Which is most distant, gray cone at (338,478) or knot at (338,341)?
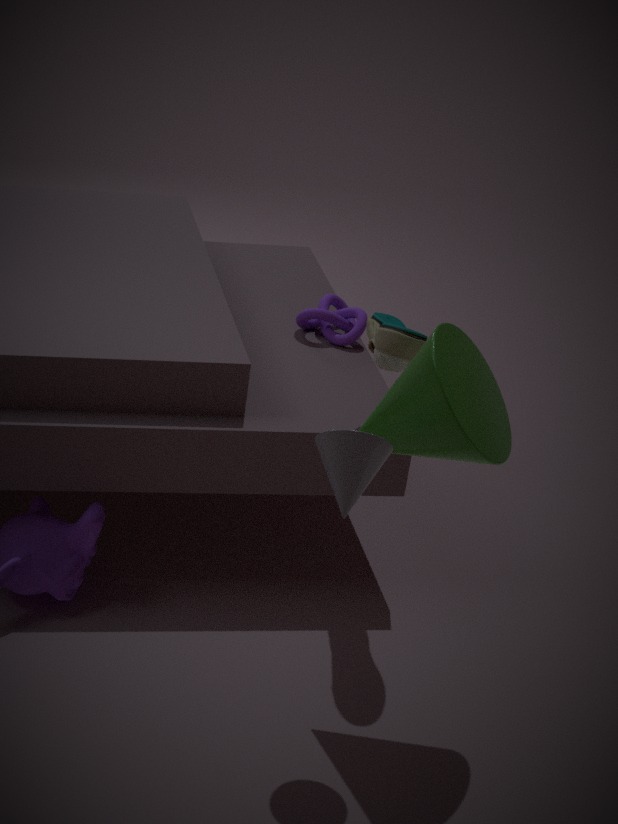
knot at (338,341)
